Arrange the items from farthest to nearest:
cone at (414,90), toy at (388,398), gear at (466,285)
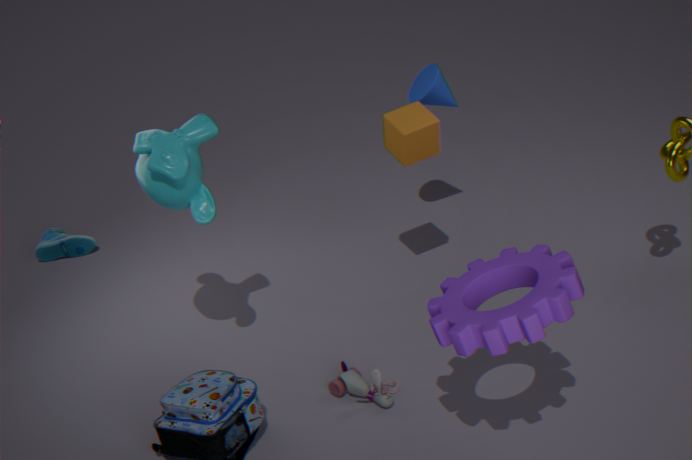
cone at (414,90), toy at (388,398), gear at (466,285)
